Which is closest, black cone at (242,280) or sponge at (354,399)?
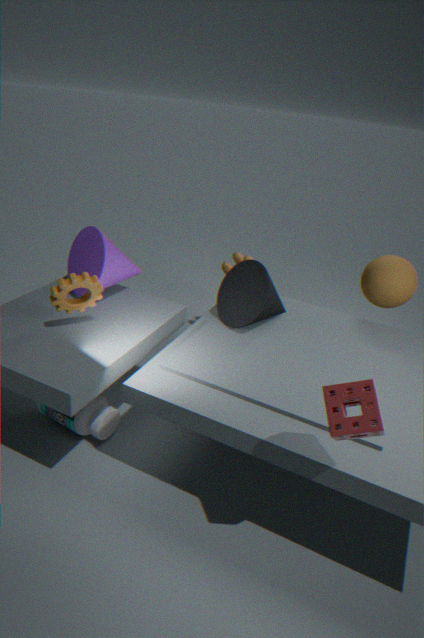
sponge at (354,399)
